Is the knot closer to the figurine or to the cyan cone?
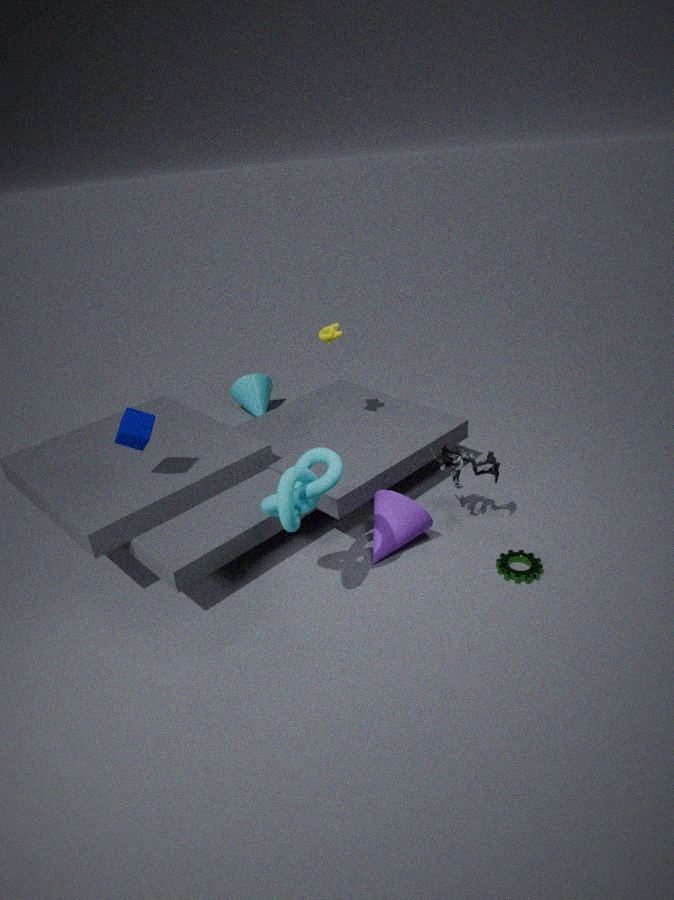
the figurine
